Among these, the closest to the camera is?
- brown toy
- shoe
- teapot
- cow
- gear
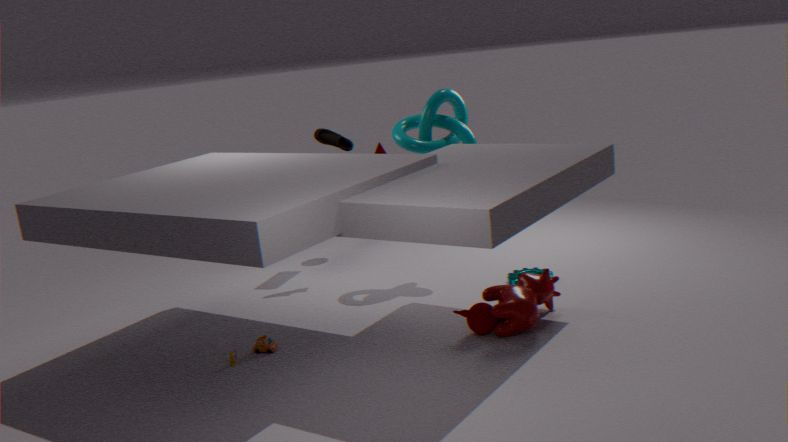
cow
